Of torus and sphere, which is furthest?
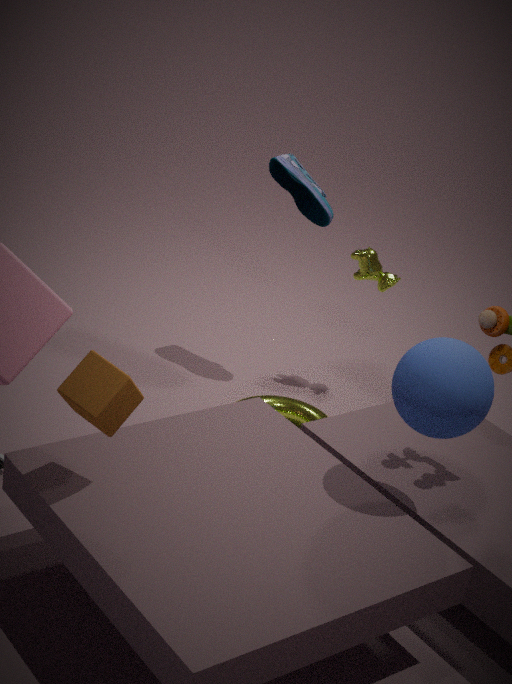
torus
